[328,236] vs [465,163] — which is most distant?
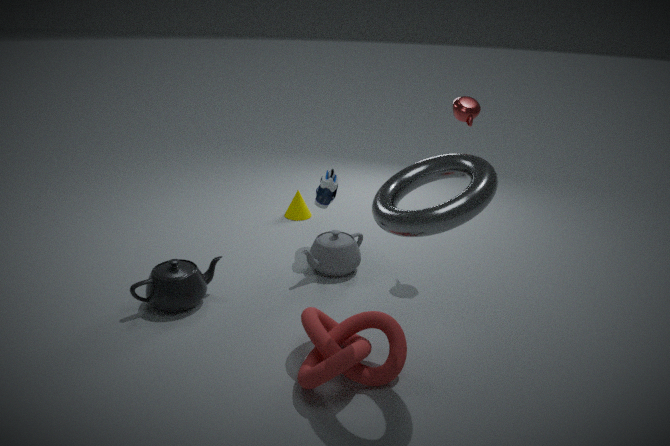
[328,236]
